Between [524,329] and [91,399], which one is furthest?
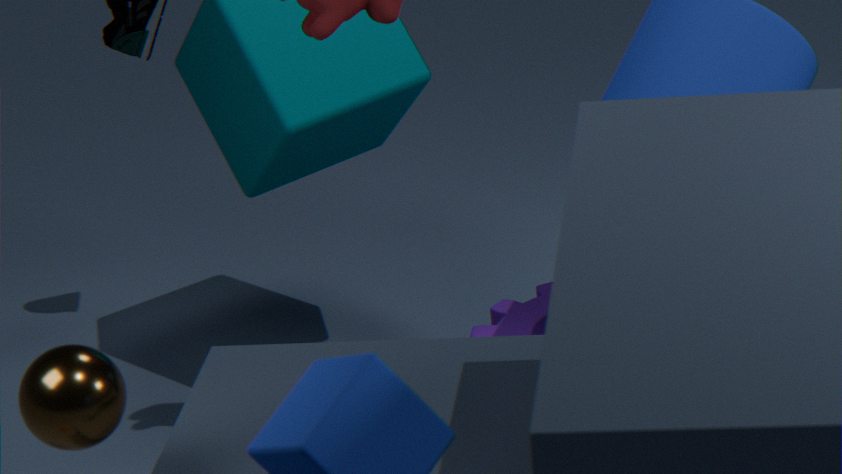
[524,329]
